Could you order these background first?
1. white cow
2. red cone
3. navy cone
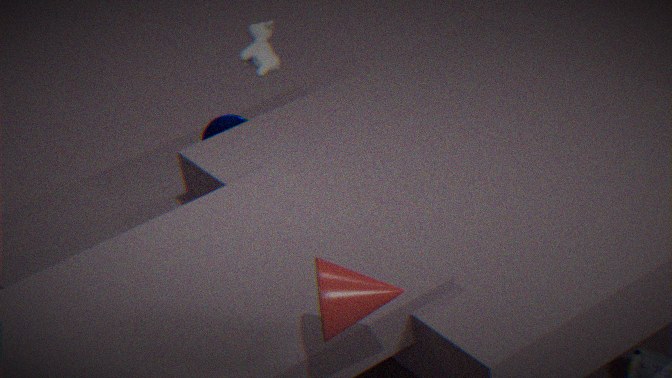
white cow, navy cone, red cone
